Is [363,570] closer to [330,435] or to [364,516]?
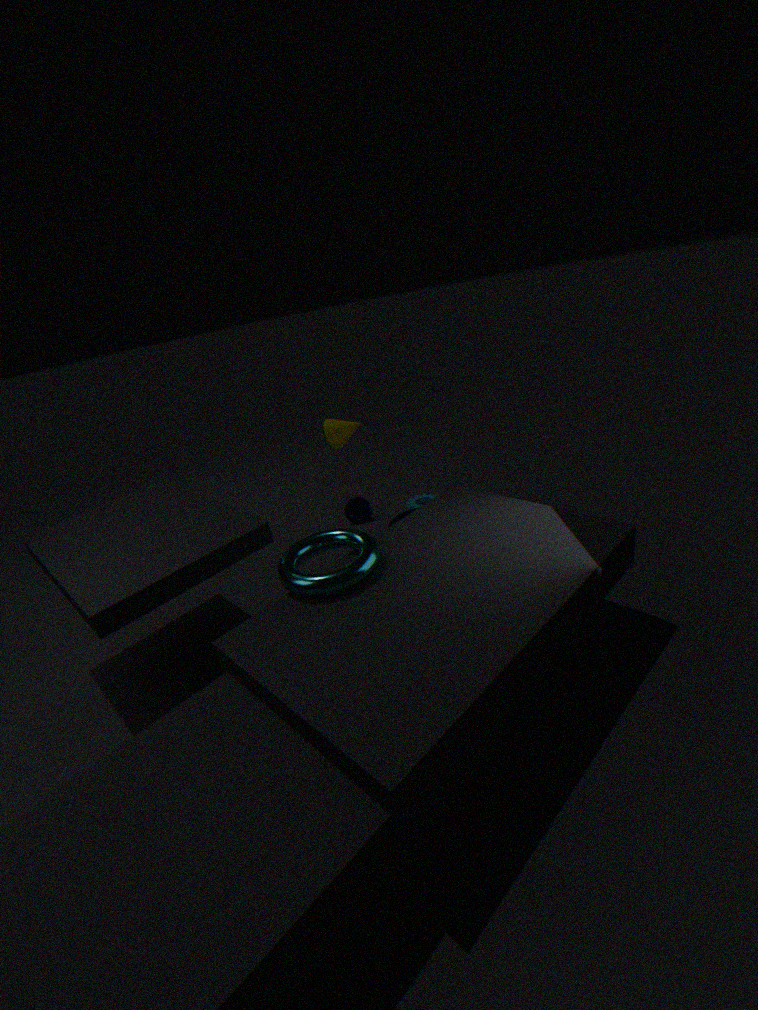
[330,435]
